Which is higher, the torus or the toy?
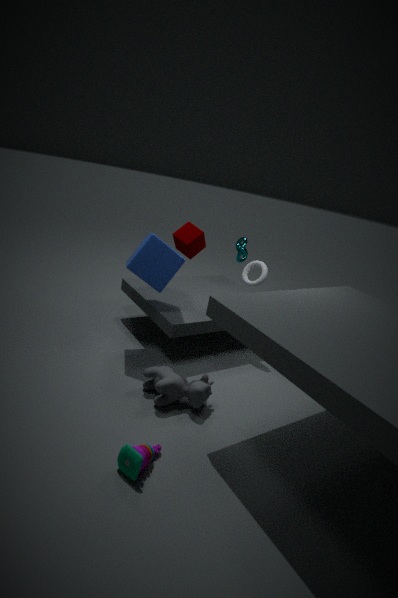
the torus
